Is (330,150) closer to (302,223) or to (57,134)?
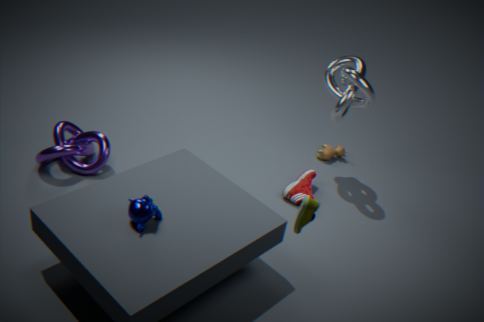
(57,134)
